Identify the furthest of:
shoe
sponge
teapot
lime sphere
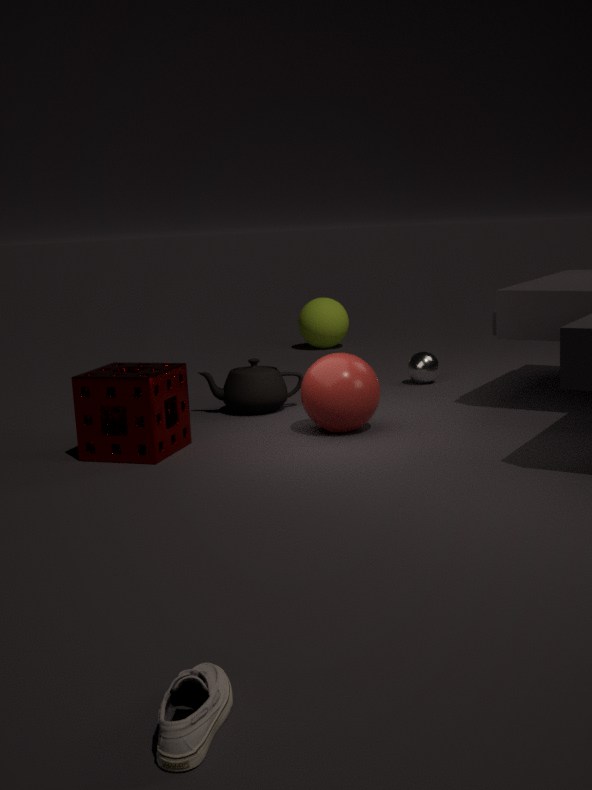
lime sphere
